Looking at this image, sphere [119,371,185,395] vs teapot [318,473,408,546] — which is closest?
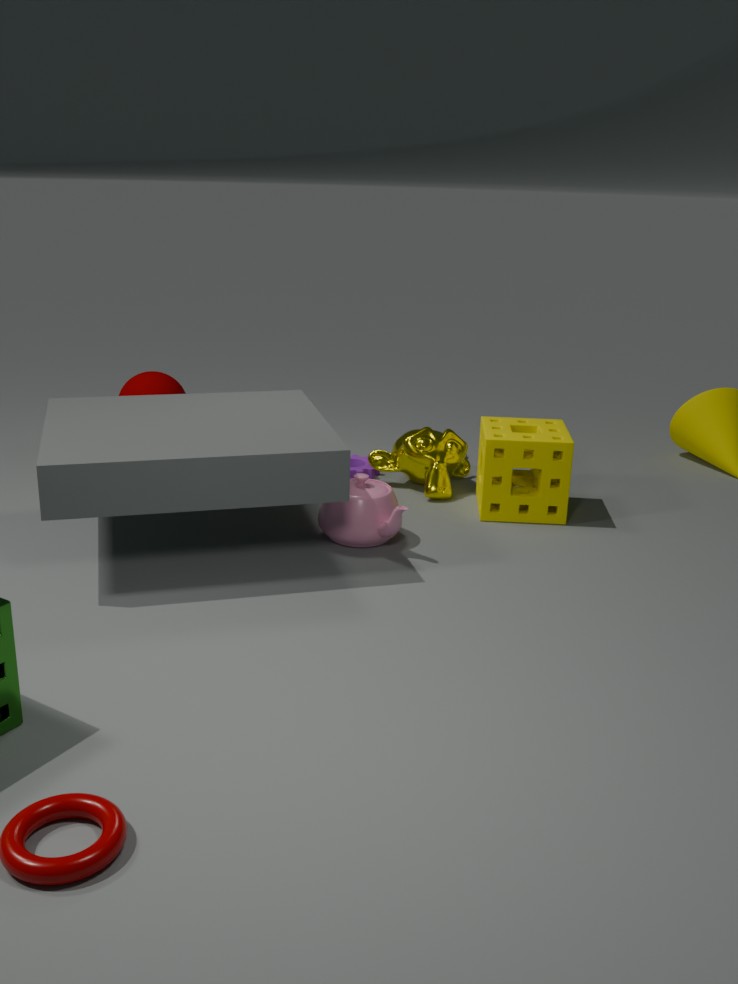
teapot [318,473,408,546]
